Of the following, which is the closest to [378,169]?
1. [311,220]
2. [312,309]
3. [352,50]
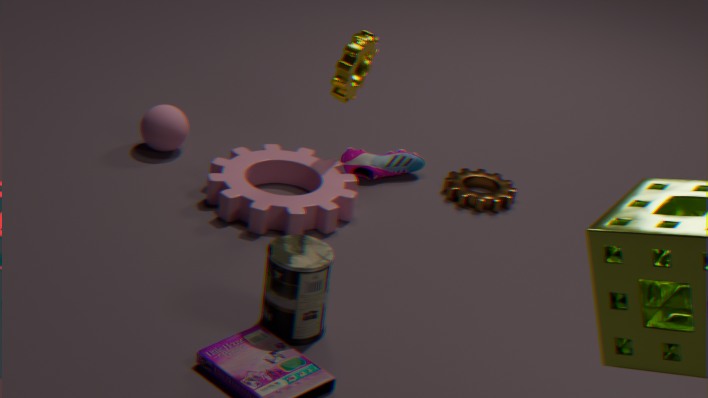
[352,50]
